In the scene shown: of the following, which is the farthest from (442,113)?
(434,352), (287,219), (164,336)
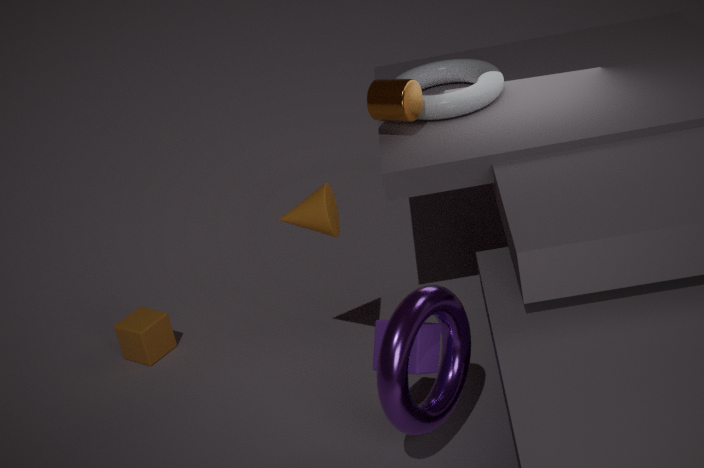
(164,336)
